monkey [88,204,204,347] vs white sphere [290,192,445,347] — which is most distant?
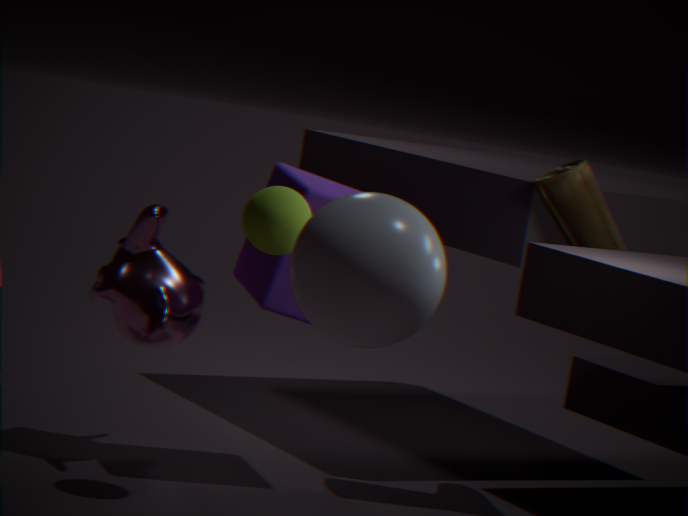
monkey [88,204,204,347]
